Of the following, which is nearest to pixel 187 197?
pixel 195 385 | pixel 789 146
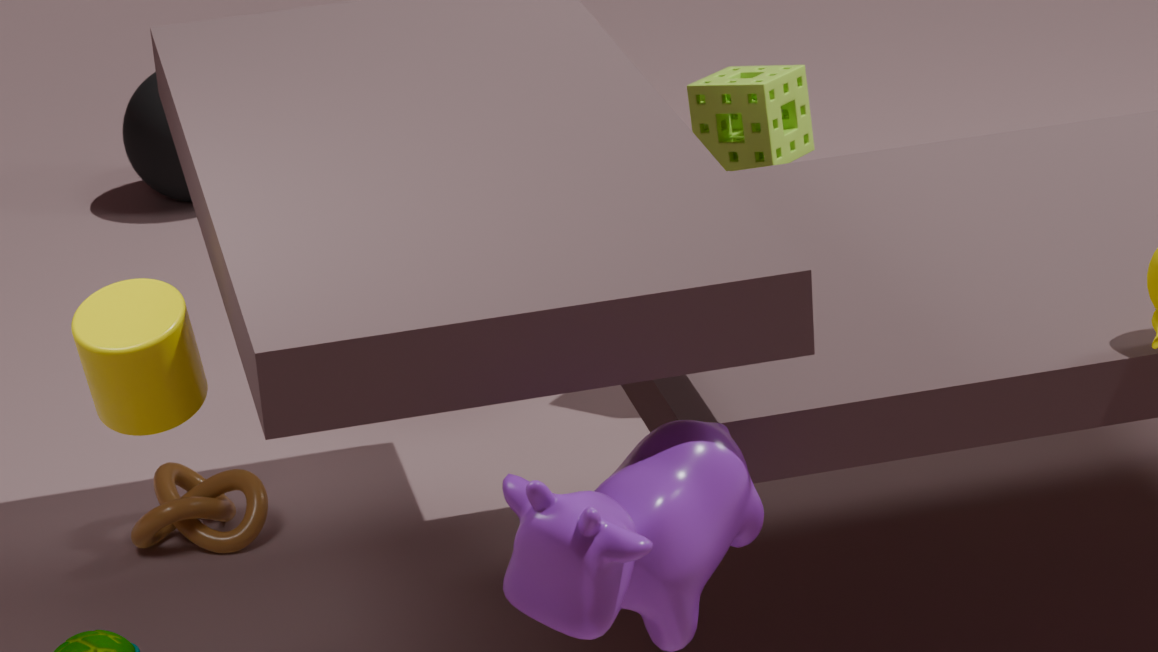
pixel 789 146
